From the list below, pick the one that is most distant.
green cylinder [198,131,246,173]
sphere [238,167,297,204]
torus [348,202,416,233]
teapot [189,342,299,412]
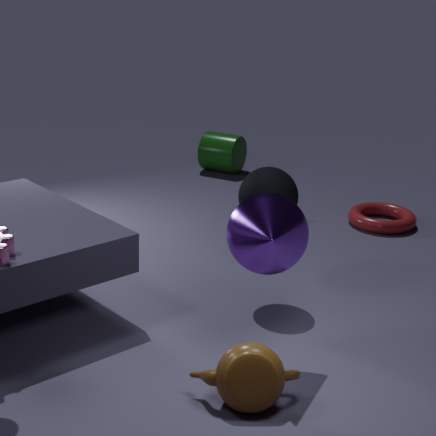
green cylinder [198,131,246,173]
